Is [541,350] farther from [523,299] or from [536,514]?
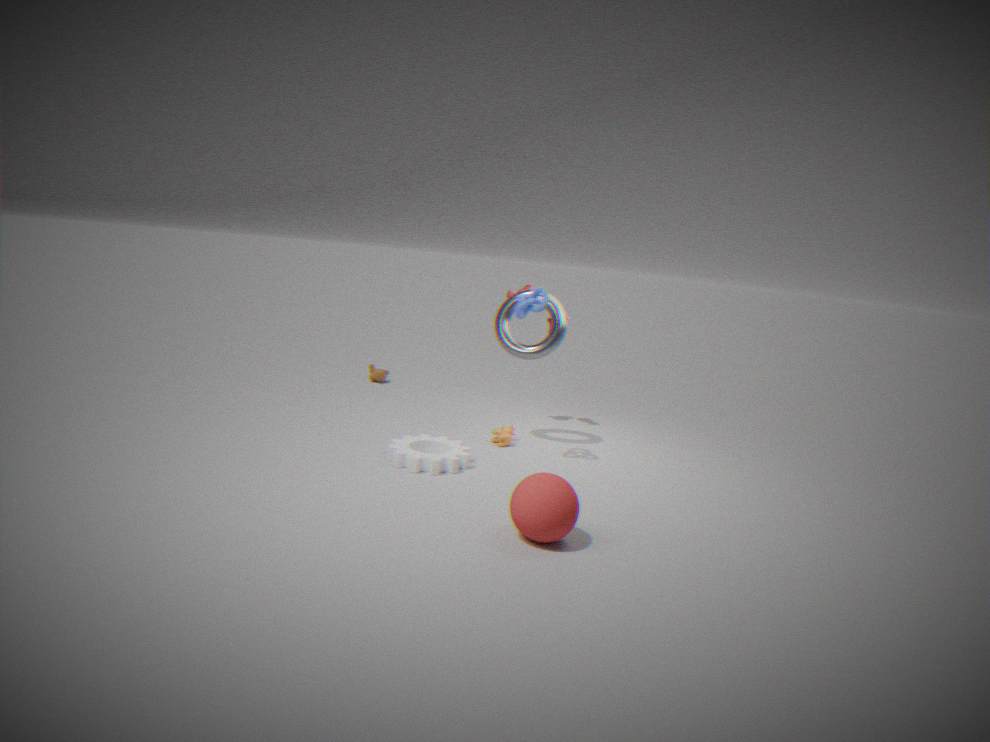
[536,514]
